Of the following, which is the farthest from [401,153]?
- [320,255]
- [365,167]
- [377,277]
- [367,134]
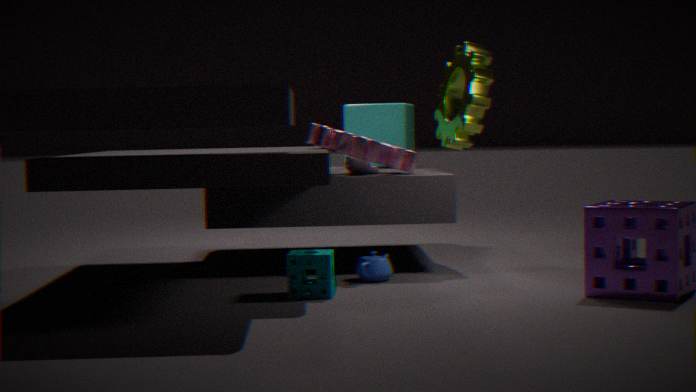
[367,134]
